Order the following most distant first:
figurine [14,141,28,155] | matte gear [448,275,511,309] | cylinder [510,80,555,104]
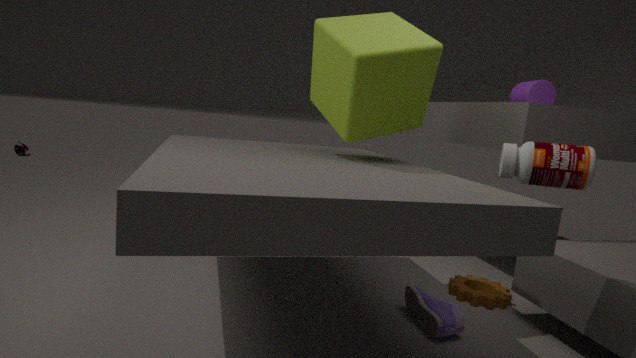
figurine [14,141,28,155] → cylinder [510,80,555,104] → matte gear [448,275,511,309]
